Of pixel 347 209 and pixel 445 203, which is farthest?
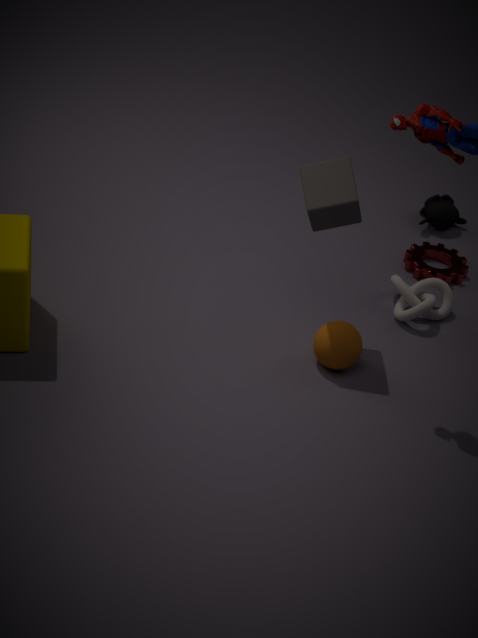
pixel 445 203
